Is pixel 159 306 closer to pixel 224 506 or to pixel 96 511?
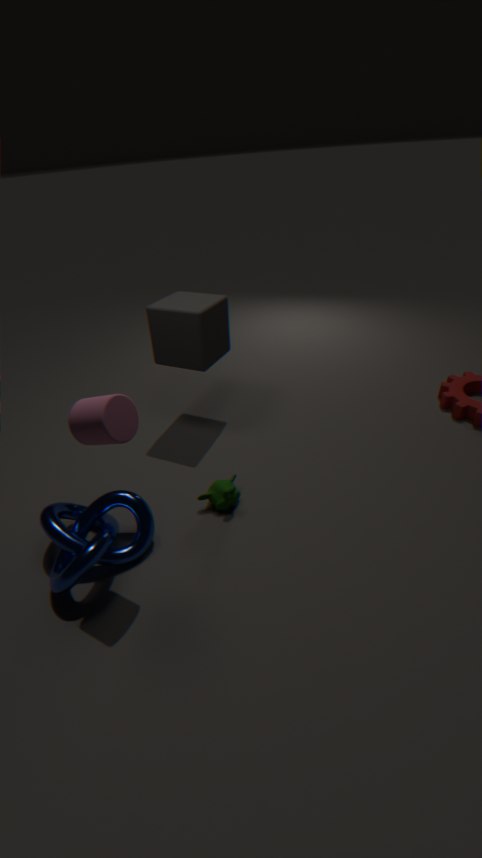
pixel 224 506
